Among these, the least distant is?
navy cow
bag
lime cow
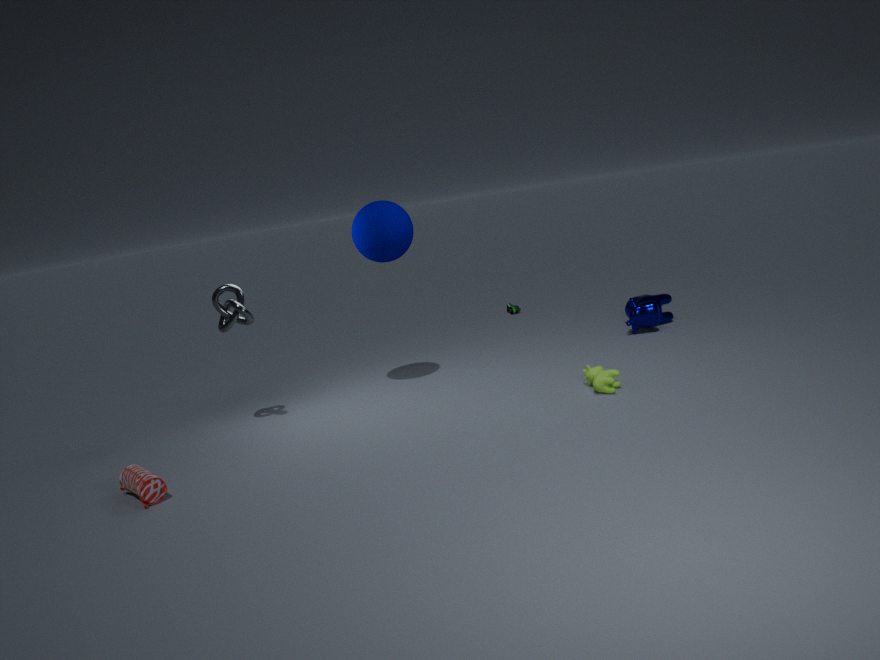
bag
